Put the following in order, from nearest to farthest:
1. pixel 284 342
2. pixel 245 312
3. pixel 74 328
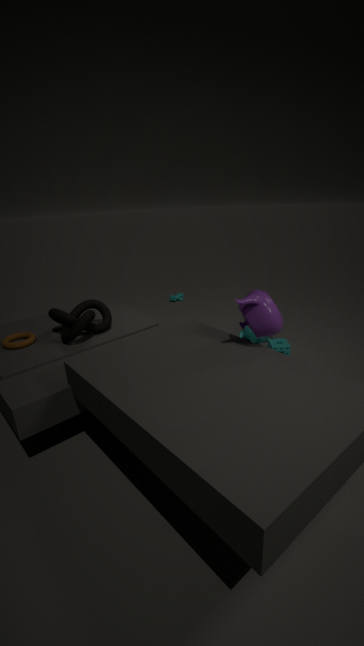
pixel 245 312
pixel 74 328
pixel 284 342
